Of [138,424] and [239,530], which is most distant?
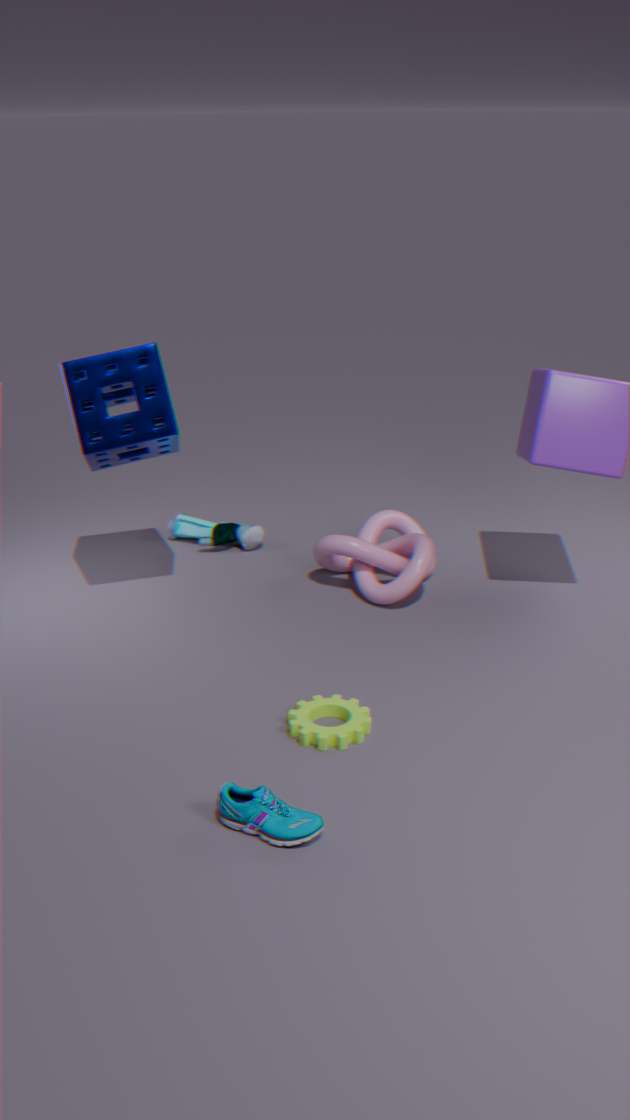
[239,530]
